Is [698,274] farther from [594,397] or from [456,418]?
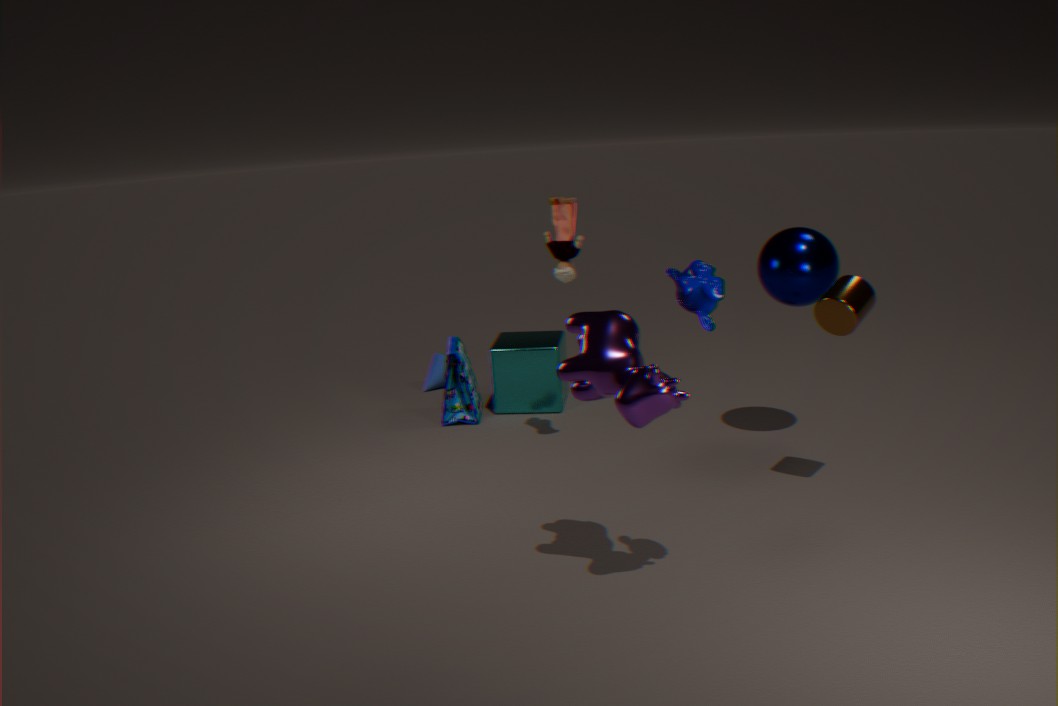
[456,418]
